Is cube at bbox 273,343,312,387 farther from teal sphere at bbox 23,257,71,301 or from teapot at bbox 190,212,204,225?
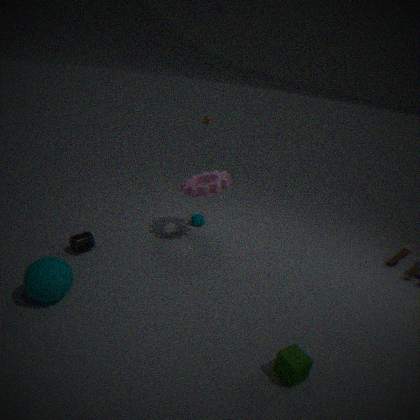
teapot at bbox 190,212,204,225
